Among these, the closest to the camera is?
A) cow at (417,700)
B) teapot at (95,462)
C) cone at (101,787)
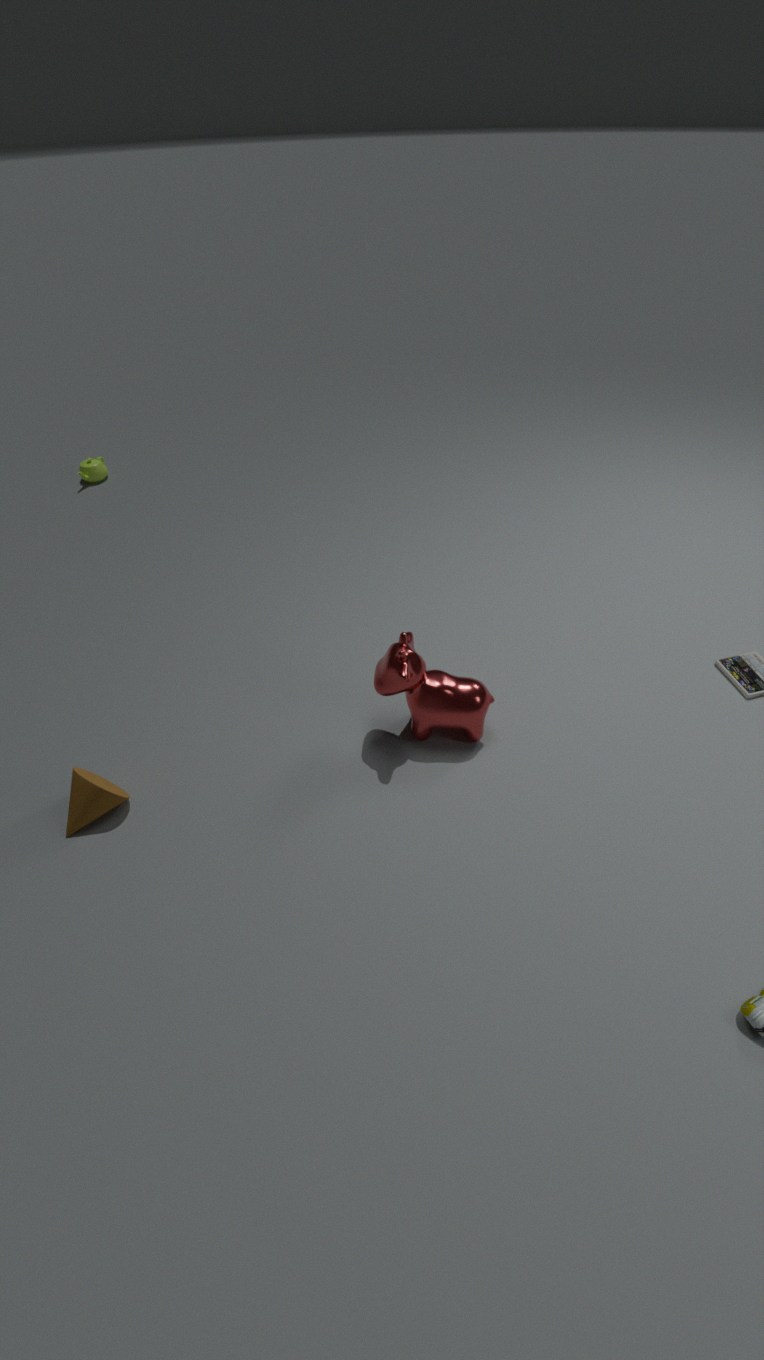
cone at (101,787)
